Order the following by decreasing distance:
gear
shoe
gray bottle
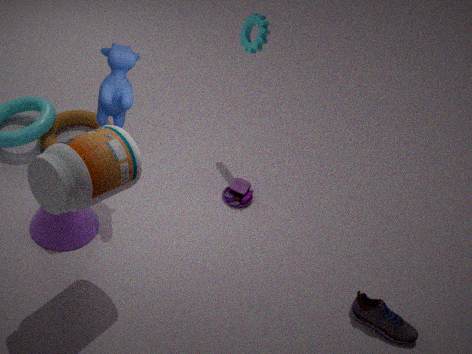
gear
shoe
gray bottle
